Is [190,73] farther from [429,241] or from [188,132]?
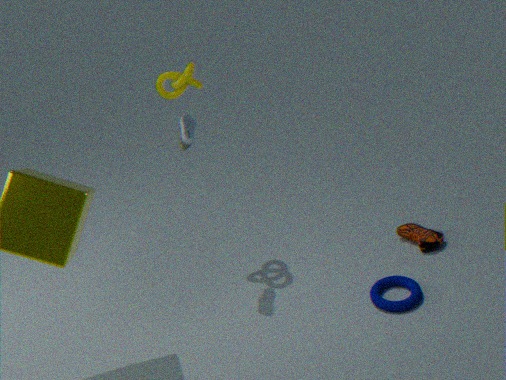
[429,241]
